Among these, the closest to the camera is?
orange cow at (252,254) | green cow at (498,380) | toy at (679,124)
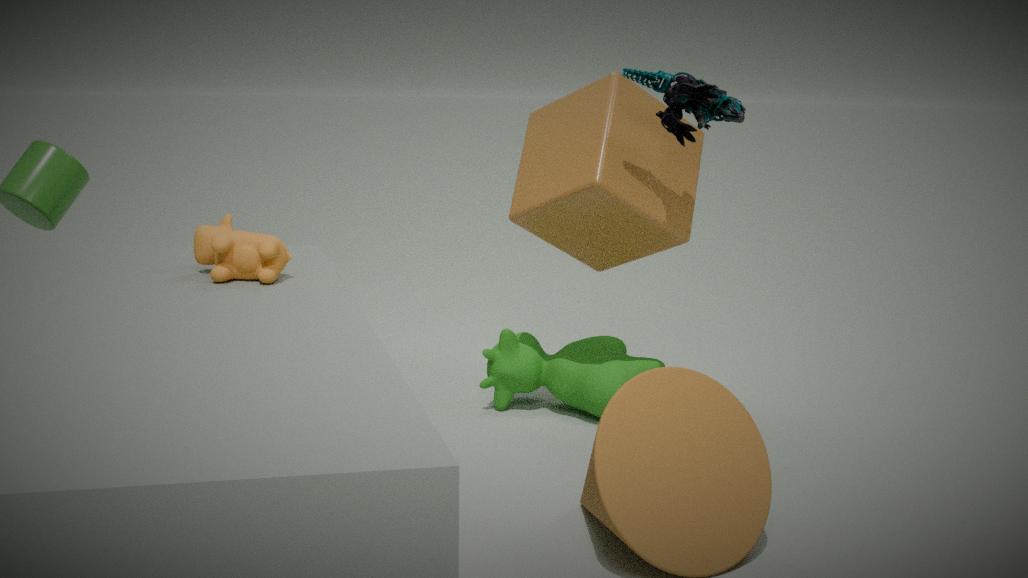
orange cow at (252,254)
